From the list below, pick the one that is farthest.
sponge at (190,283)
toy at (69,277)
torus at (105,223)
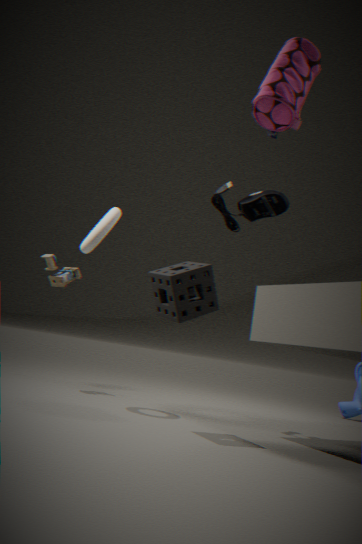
toy at (69,277)
